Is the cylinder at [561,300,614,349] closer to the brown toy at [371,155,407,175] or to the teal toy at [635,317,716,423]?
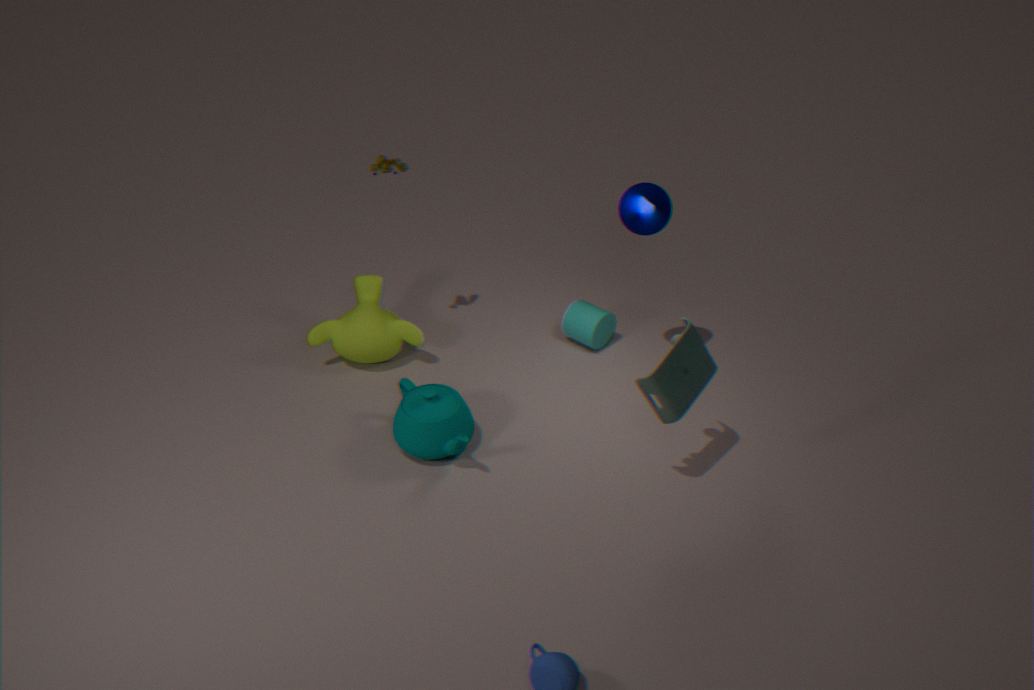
the teal toy at [635,317,716,423]
